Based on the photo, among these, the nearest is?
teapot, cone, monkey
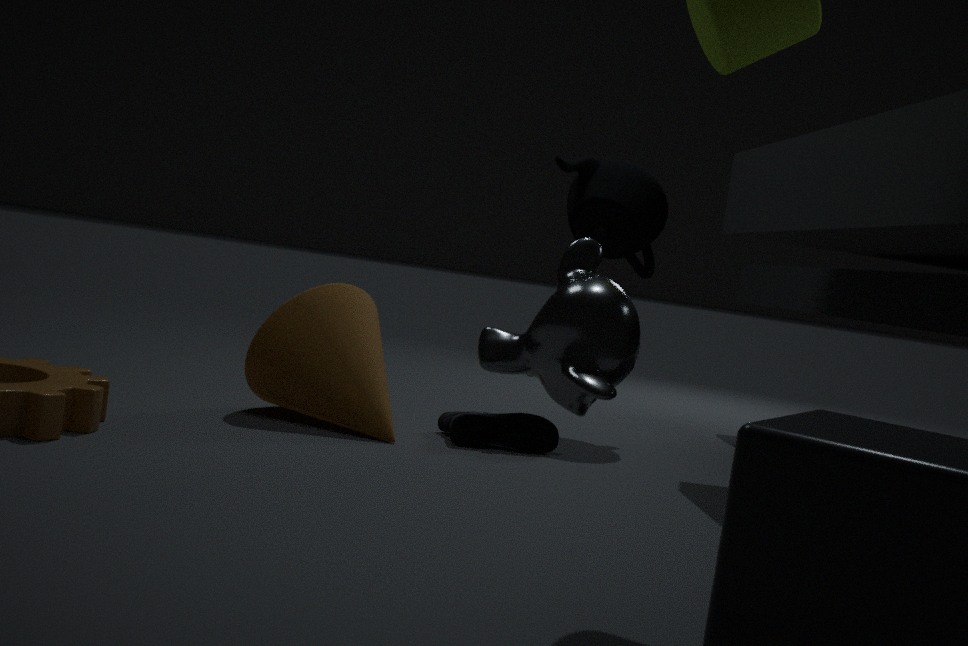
monkey
